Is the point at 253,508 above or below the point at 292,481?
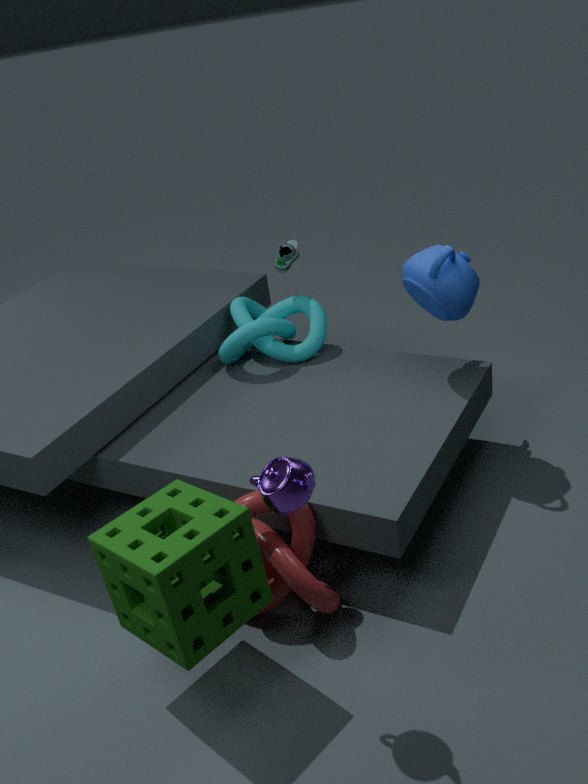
below
